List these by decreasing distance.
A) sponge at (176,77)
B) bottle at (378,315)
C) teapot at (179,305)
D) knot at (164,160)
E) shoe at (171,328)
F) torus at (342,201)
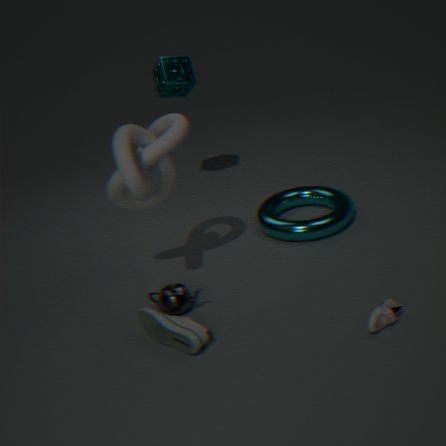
sponge at (176,77), torus at (342,201), teapot at (179,305), knot at (164,160), shoe at (171,328), bottle at (378,315)
